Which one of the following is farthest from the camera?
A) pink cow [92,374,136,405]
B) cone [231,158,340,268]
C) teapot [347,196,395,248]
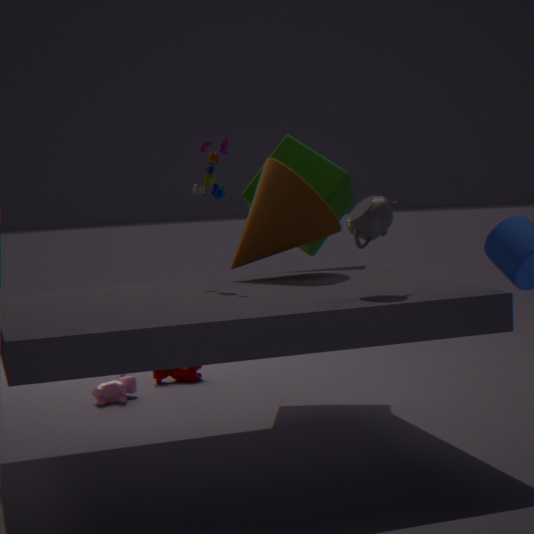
pink cow [92,374,136,405]
